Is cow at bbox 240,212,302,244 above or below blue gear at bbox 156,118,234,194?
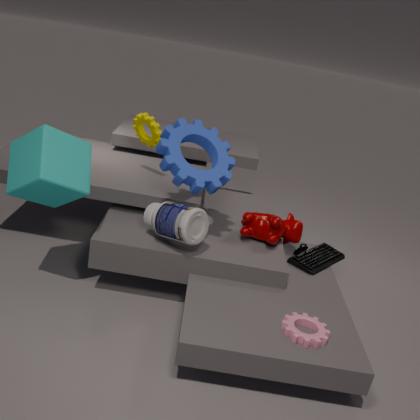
below
